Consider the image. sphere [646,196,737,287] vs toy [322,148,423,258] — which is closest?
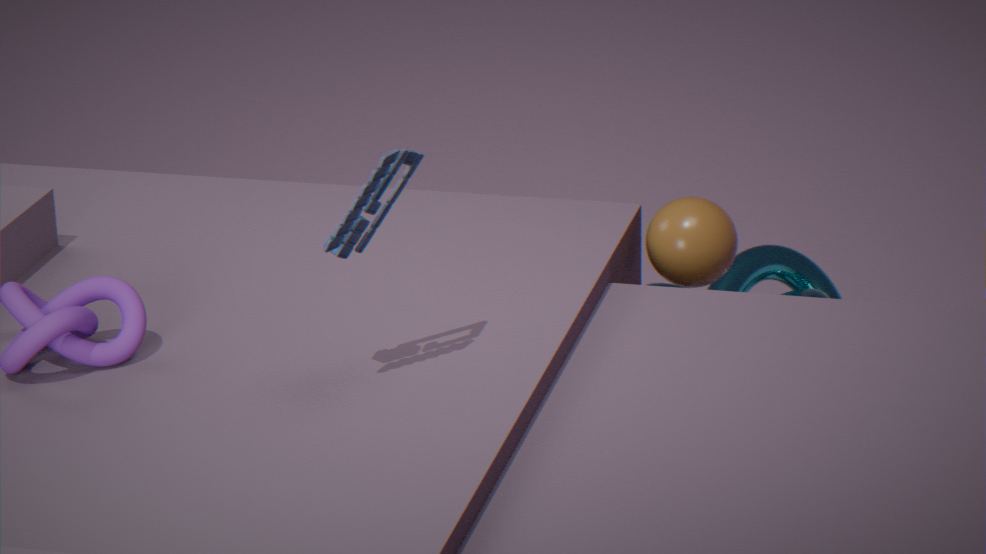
toy [322,148,423,258]
